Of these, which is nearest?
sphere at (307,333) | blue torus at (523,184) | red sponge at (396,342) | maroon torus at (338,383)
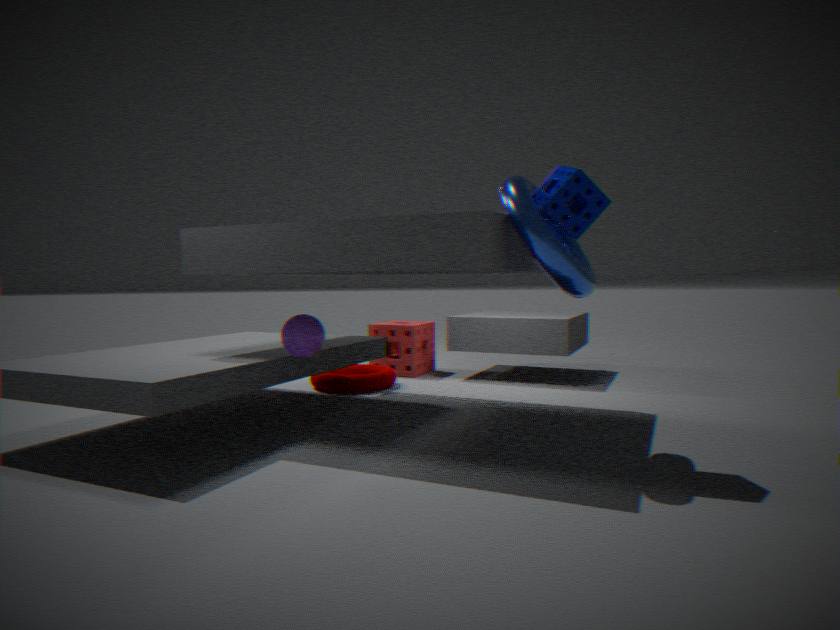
blue torus at (523,184)
